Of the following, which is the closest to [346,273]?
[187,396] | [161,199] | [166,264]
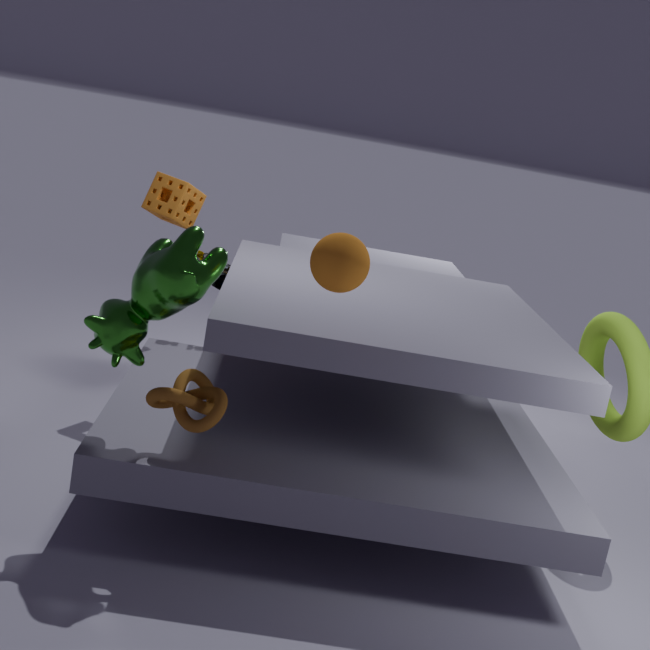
[166,264]
